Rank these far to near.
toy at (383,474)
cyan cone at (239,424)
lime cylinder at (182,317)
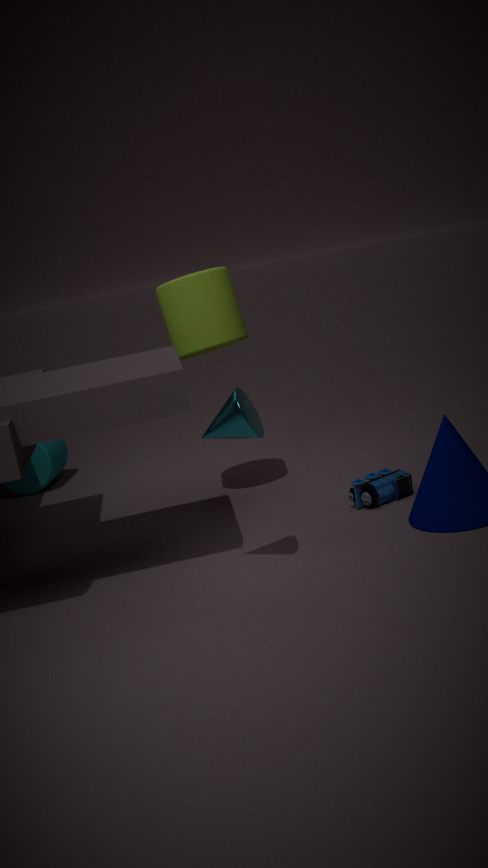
lime cylinder at (182,317) < toy at (383,474) < cyan cone at (239,424)
